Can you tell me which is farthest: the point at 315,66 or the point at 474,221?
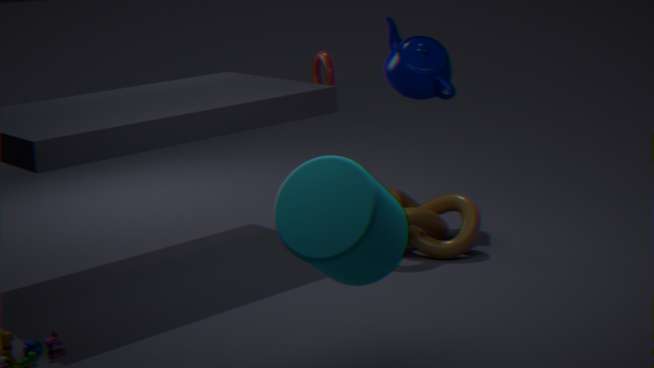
the point at 315,66
